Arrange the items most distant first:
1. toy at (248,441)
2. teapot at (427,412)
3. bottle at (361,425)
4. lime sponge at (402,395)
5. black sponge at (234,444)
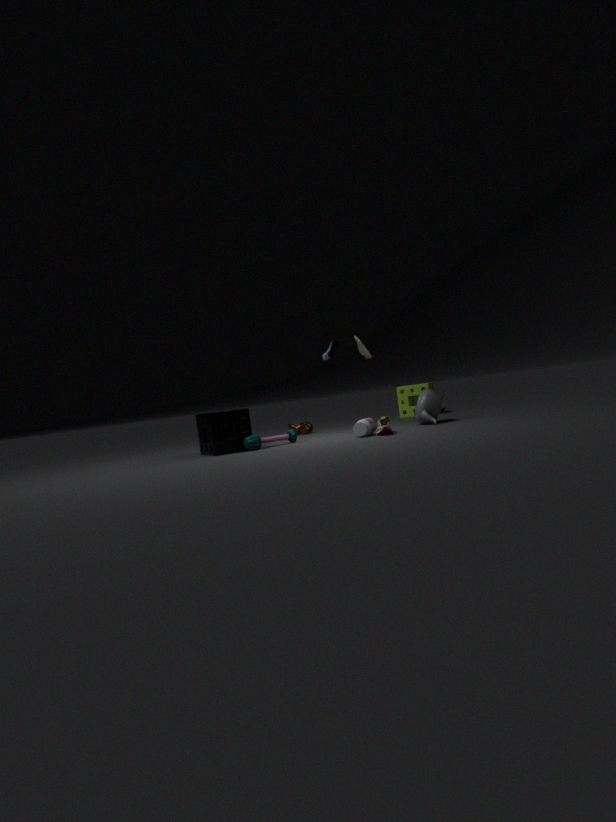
lime sponge at (402,395) → teapot at (427,412) → toy at (248,441) → black sponge at (234,444) → bottle at (361,425)
